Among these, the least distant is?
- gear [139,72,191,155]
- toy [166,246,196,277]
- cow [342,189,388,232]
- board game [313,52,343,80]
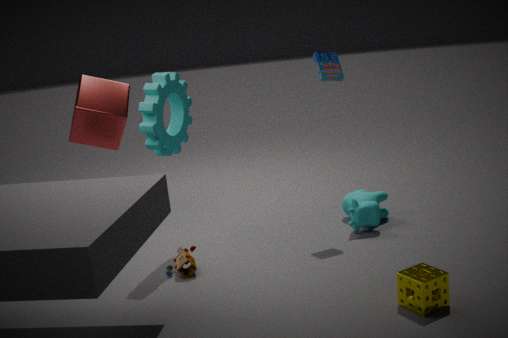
toy [166,246,196,277]
